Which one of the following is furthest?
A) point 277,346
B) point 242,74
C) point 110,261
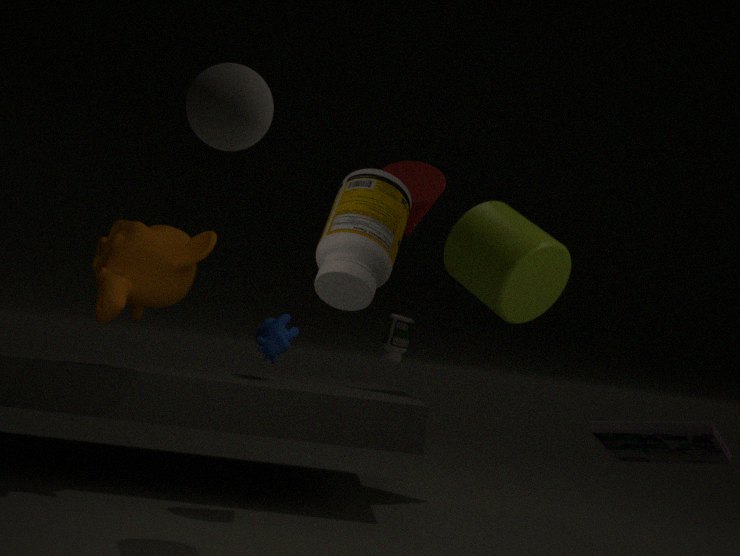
point 277,346
